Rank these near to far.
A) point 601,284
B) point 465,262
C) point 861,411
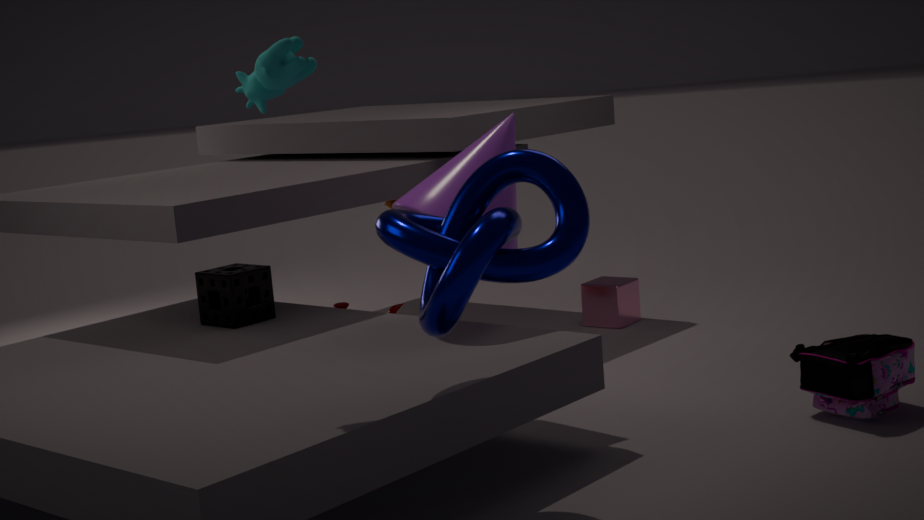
point 465,262, point 861,411, point 601,284
